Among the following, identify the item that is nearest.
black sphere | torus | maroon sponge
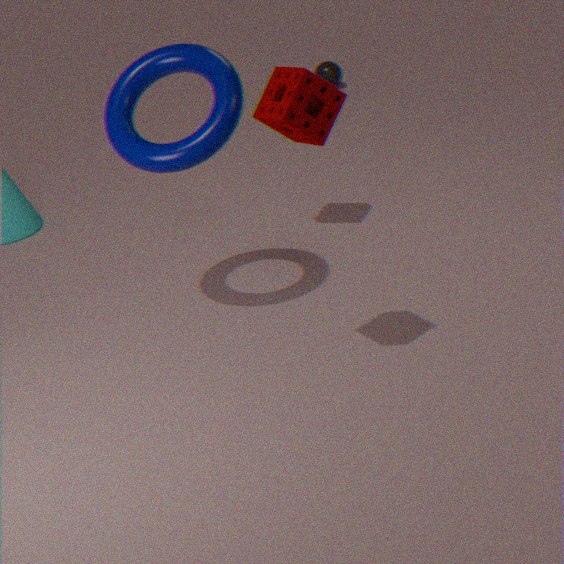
maroon sponge
